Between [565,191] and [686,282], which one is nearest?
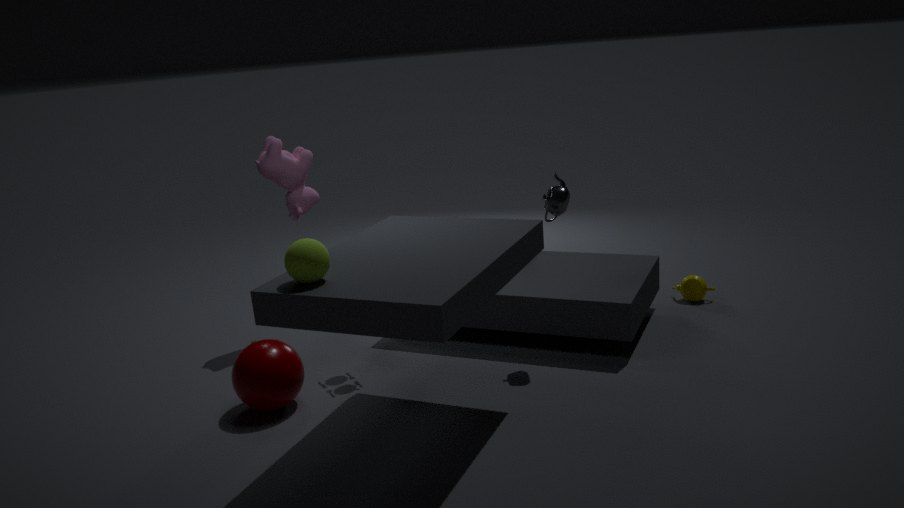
[565,191]
